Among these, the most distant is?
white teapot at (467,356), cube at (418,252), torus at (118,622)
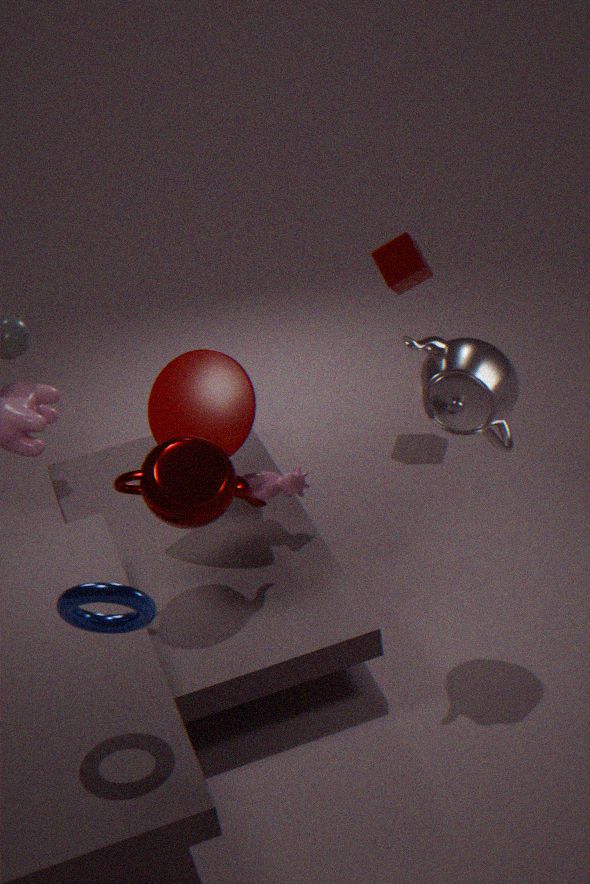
cube at (418,252)
